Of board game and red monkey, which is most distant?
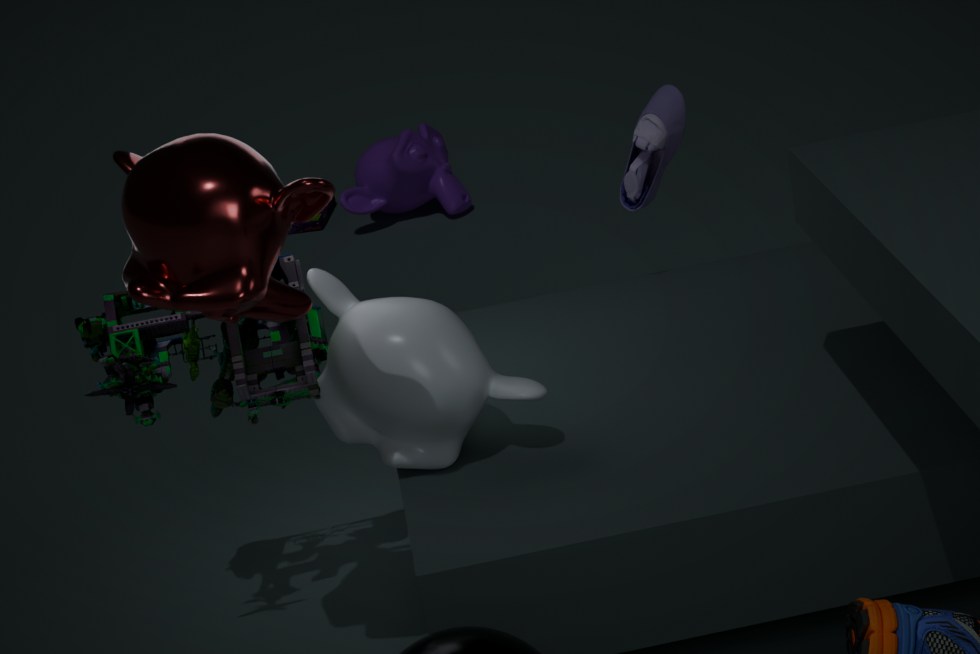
board game
